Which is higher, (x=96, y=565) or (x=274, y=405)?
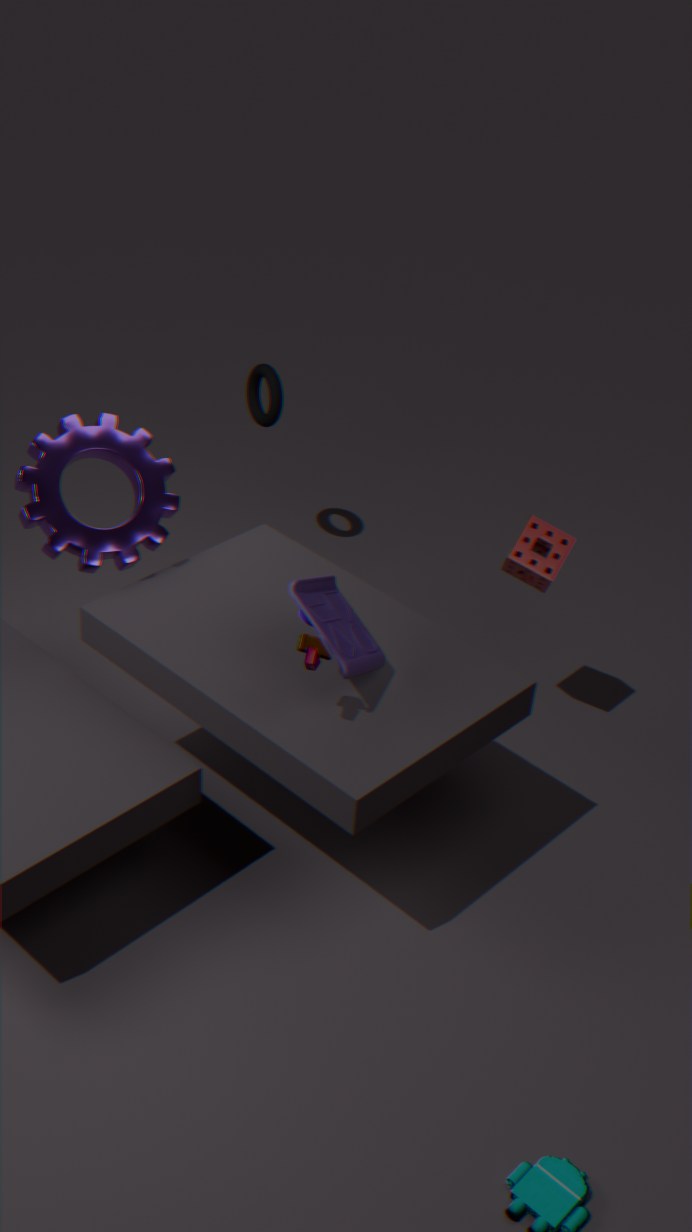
(x=96, y=565)
